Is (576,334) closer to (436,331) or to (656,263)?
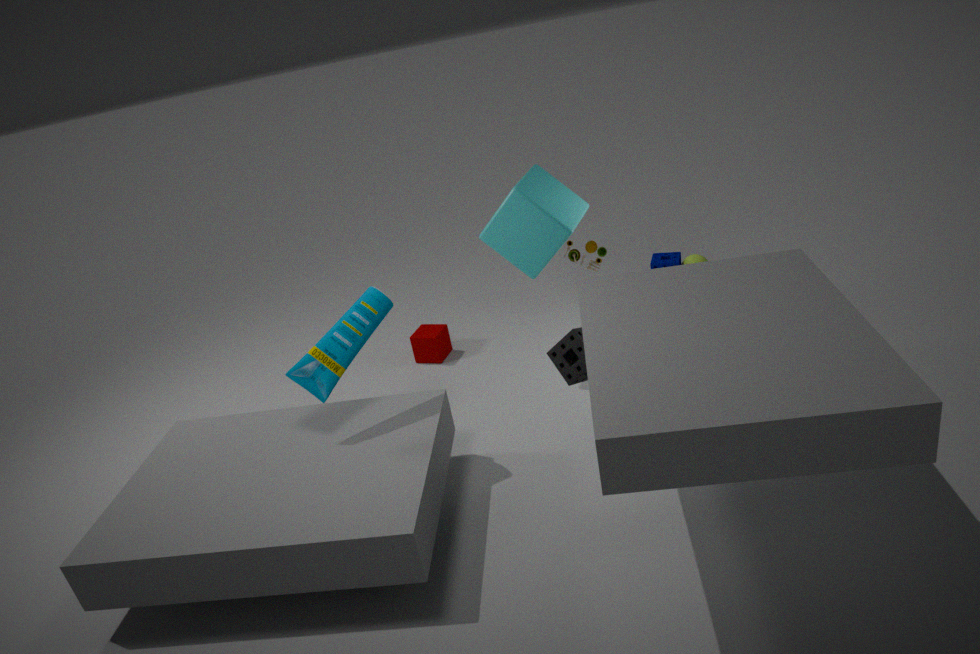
(436,331)
